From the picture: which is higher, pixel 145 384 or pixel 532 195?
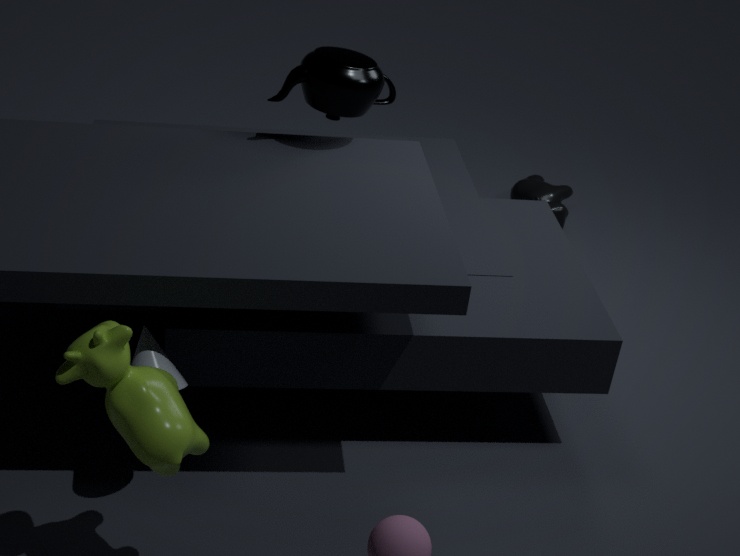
pixel 145 384
